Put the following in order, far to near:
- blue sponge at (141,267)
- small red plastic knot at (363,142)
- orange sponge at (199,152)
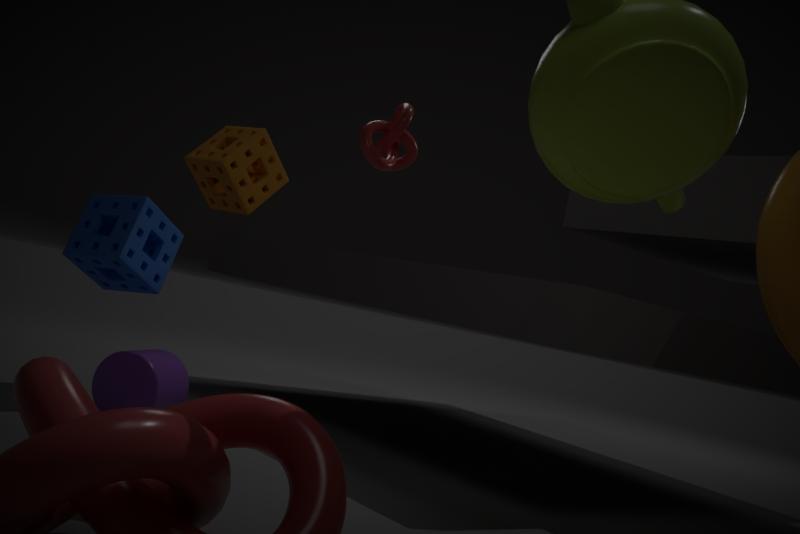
small red plastic knot at (363,142), orange sponge at (199,152), blue sponge at (141,267)
